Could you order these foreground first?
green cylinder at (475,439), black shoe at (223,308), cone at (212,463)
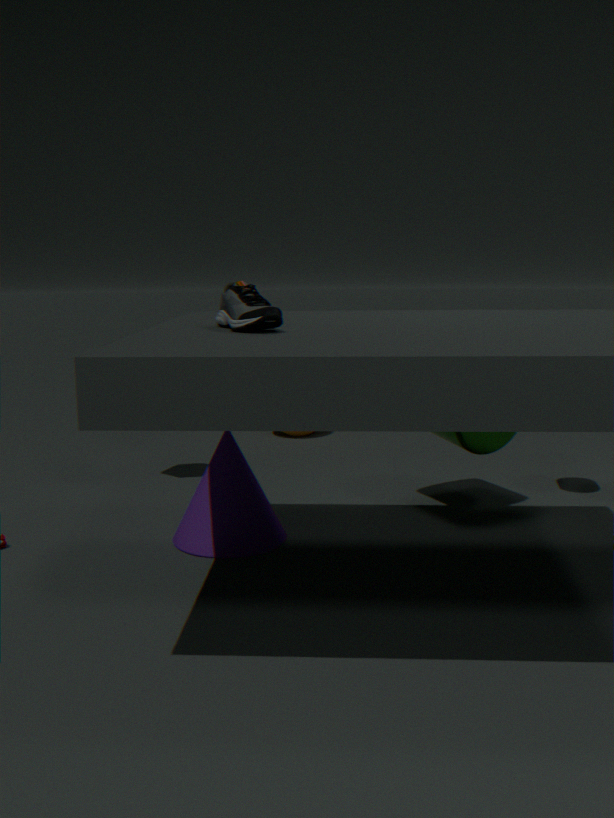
black shoe at (223,308)
cone at (212,463)
green cylinder at (475,439)
